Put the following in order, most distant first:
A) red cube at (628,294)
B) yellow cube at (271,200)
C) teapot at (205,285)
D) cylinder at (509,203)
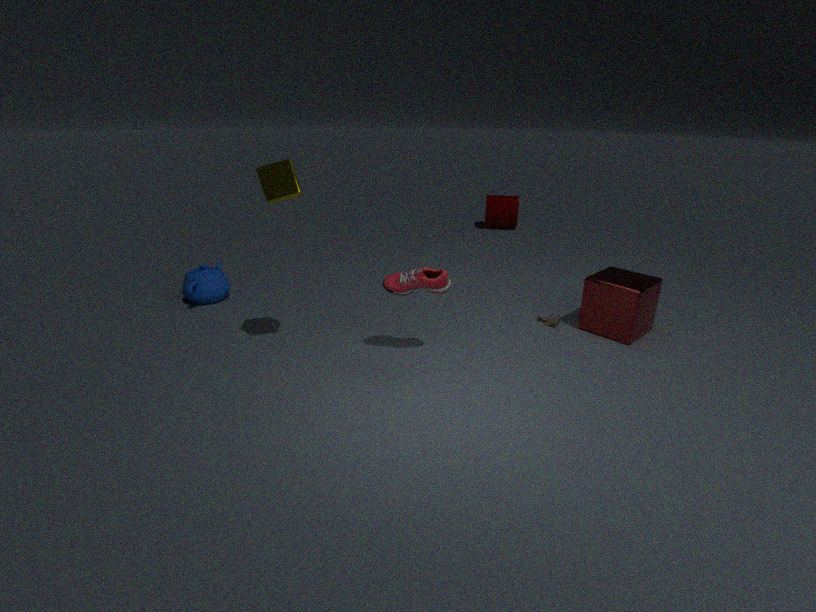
cylinder at (509,203) < teapot at (205,285) < red cube at (628,294) < yellow cube at (271,200)
